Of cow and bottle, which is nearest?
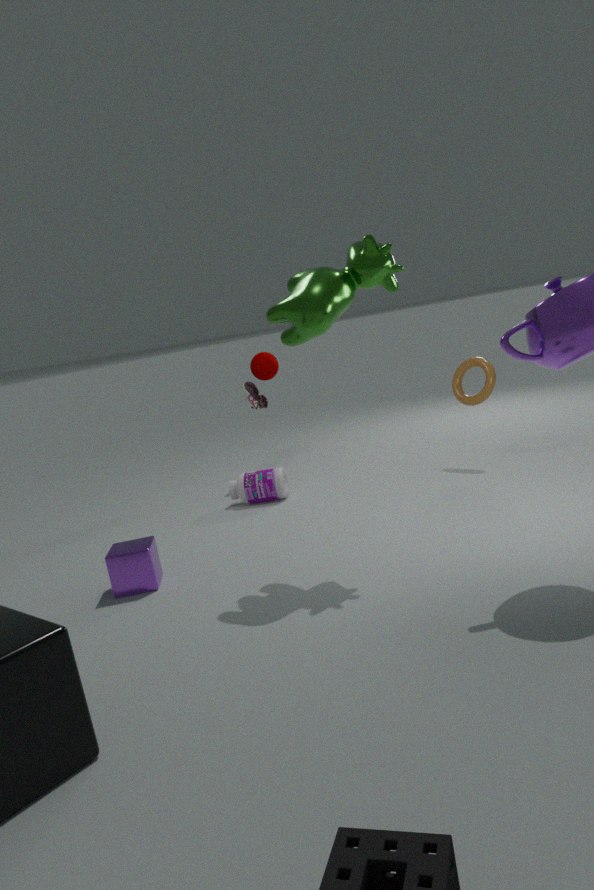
cow
